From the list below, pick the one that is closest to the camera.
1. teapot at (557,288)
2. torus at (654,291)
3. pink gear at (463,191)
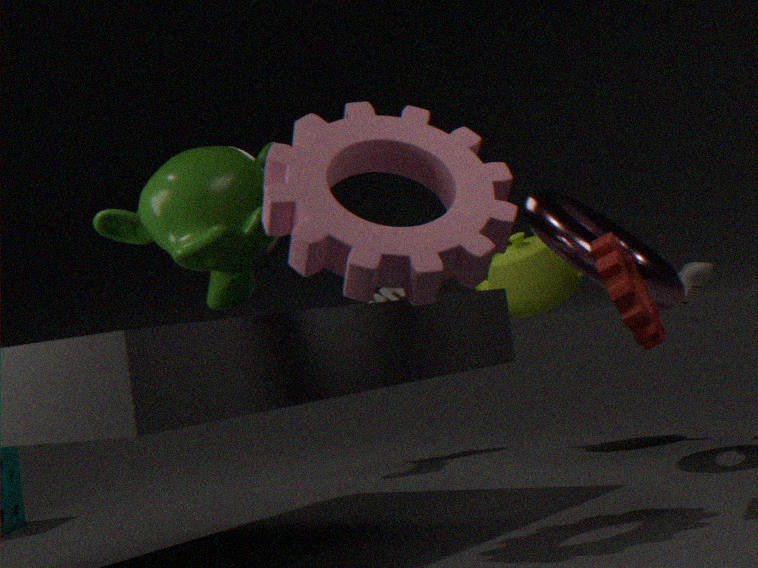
pink gear at (463,191)
